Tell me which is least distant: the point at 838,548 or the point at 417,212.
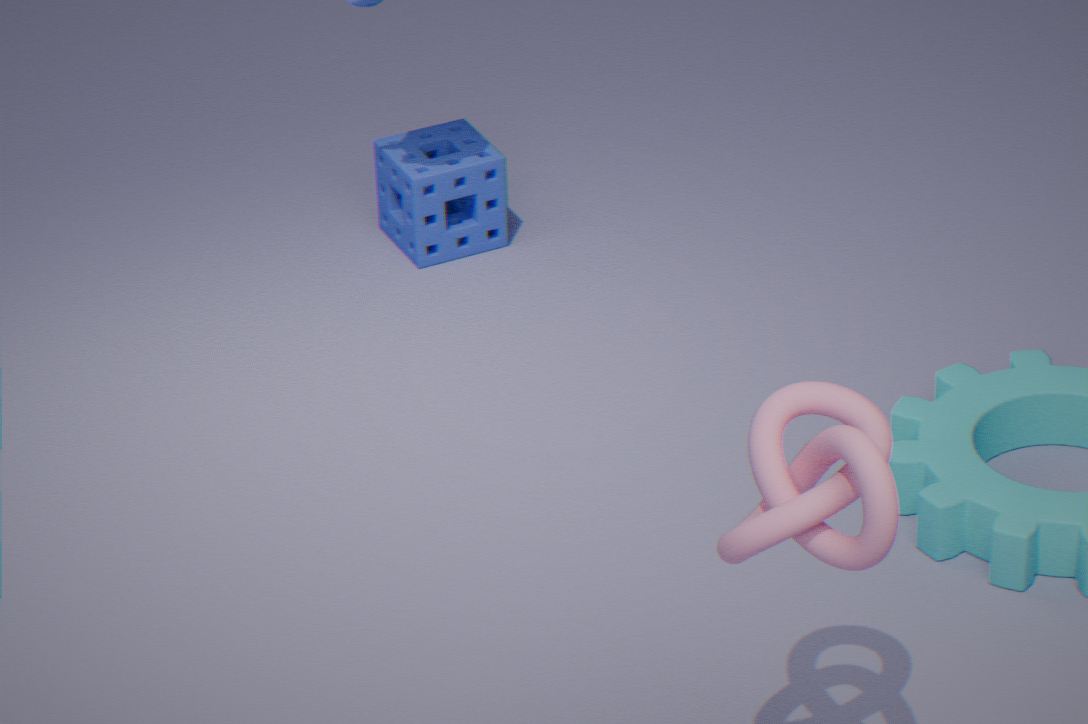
the point at 838,548
